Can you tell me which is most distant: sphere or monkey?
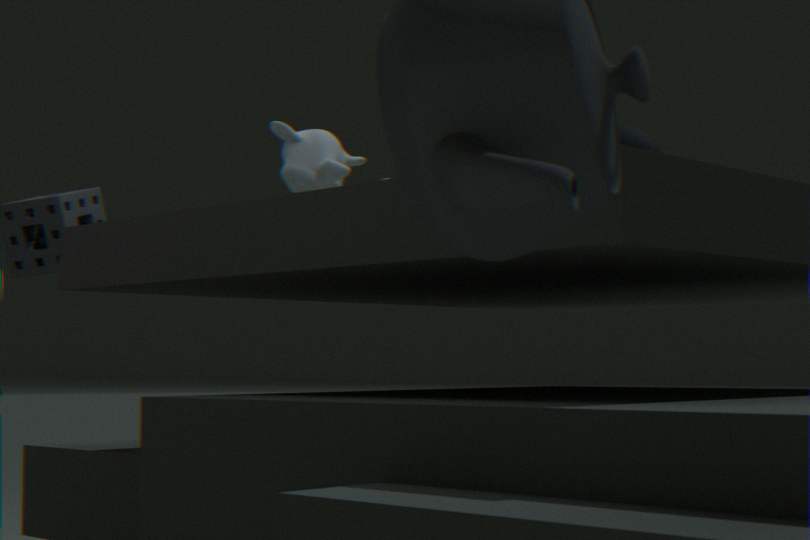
sphere
